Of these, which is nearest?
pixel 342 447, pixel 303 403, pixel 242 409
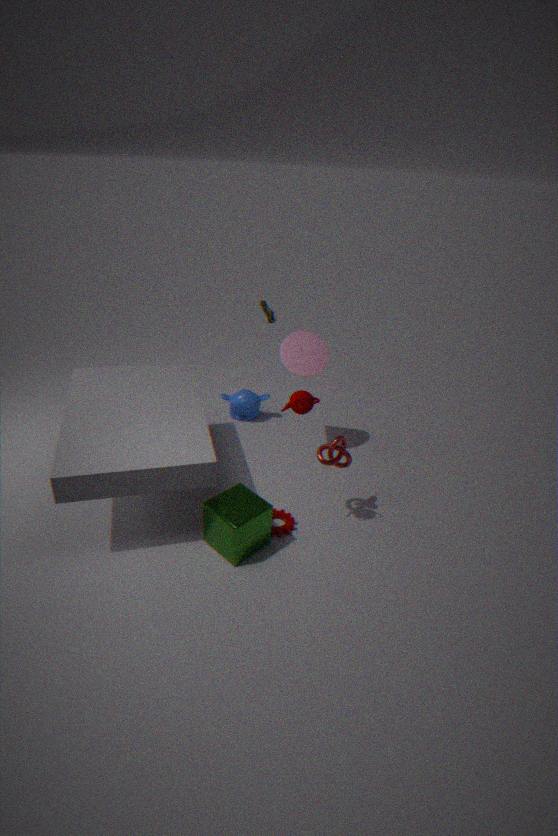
pixel 303 403
